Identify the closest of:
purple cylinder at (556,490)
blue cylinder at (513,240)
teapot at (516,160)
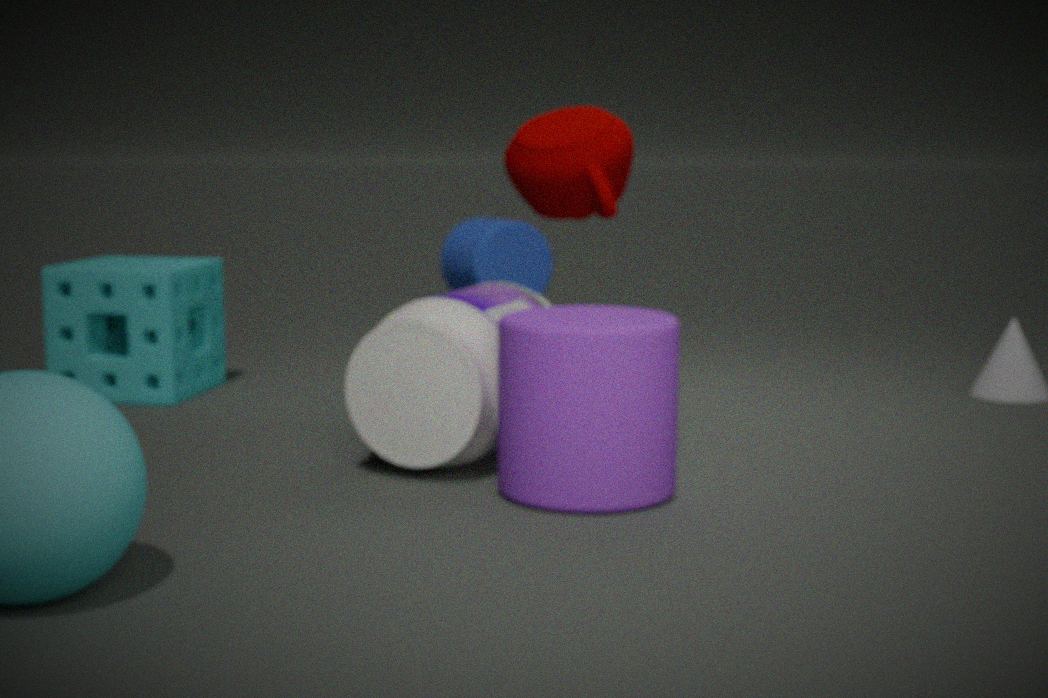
purple cylinder at (556,490)
